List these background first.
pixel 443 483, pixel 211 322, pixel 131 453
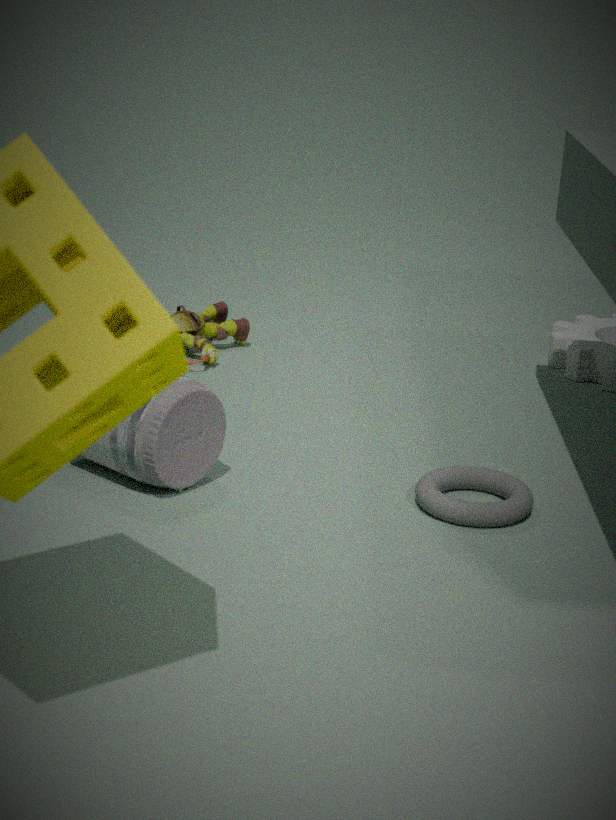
pixel 211 322, pixel 443 483, pixel 131 453
